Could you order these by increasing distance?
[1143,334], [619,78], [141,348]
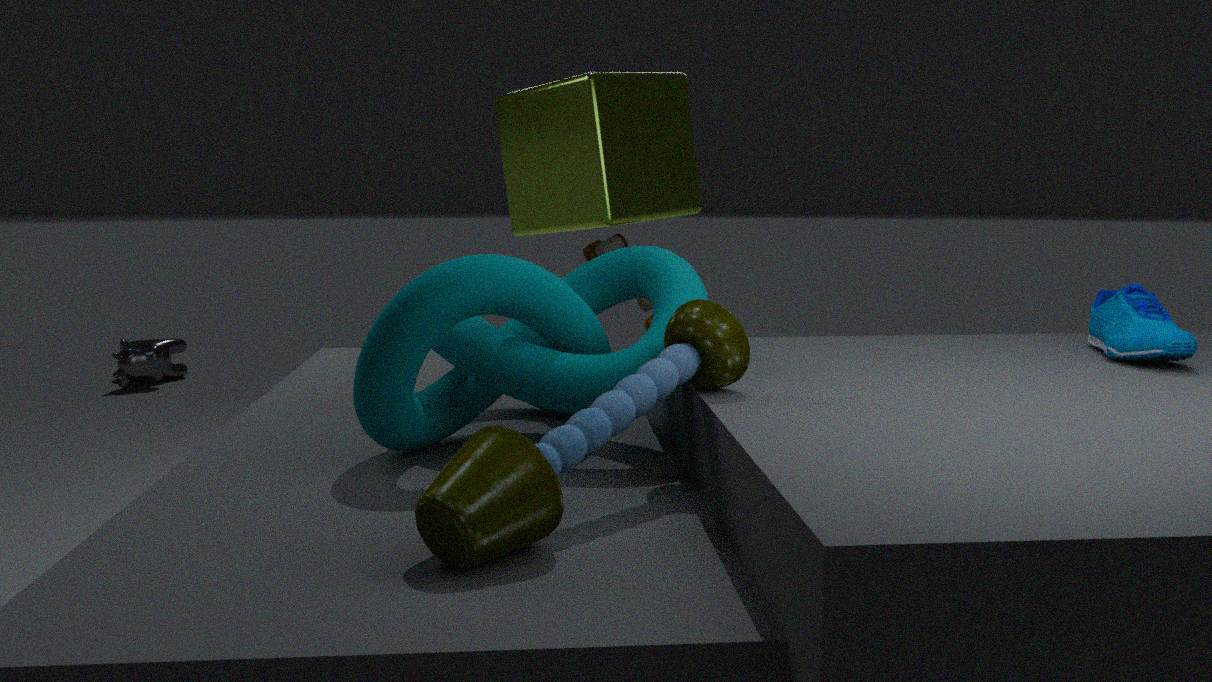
[1143,334] < [619,78] < [141,348]
